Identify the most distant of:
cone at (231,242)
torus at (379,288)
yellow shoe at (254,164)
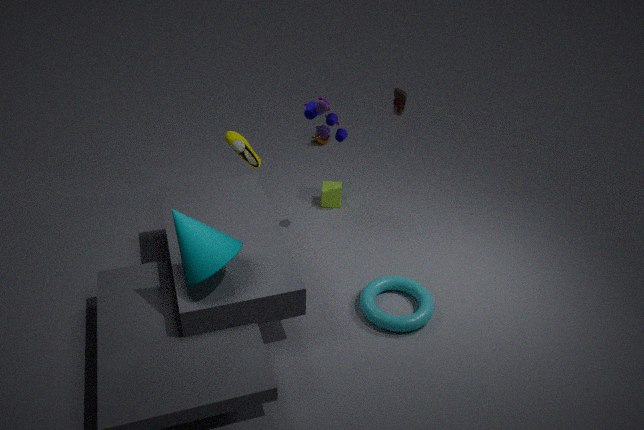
yellow shoe at (254,164)
